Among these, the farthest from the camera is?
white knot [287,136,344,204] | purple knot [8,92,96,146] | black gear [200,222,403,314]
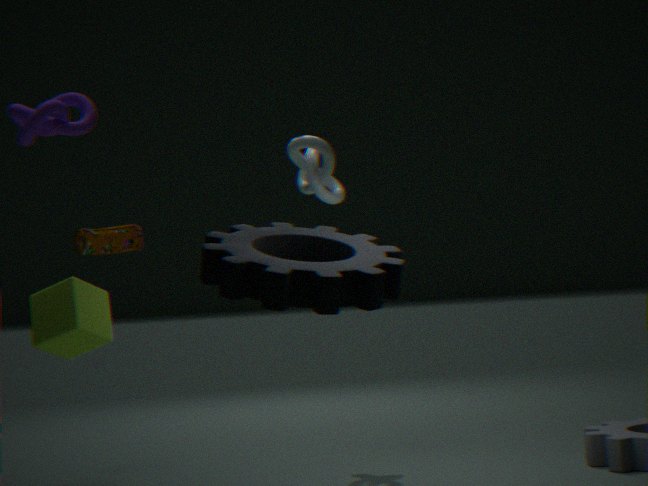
white knot [287,136,344,204]
